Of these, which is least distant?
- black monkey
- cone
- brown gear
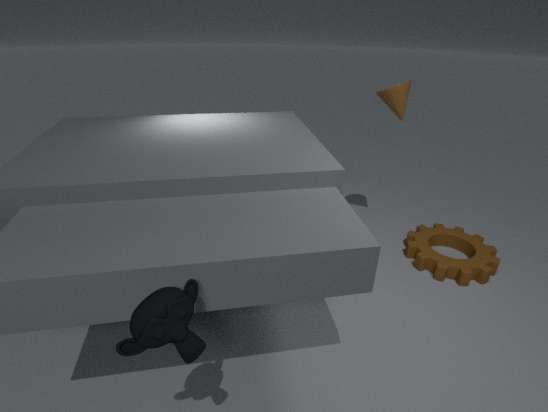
black monkey
